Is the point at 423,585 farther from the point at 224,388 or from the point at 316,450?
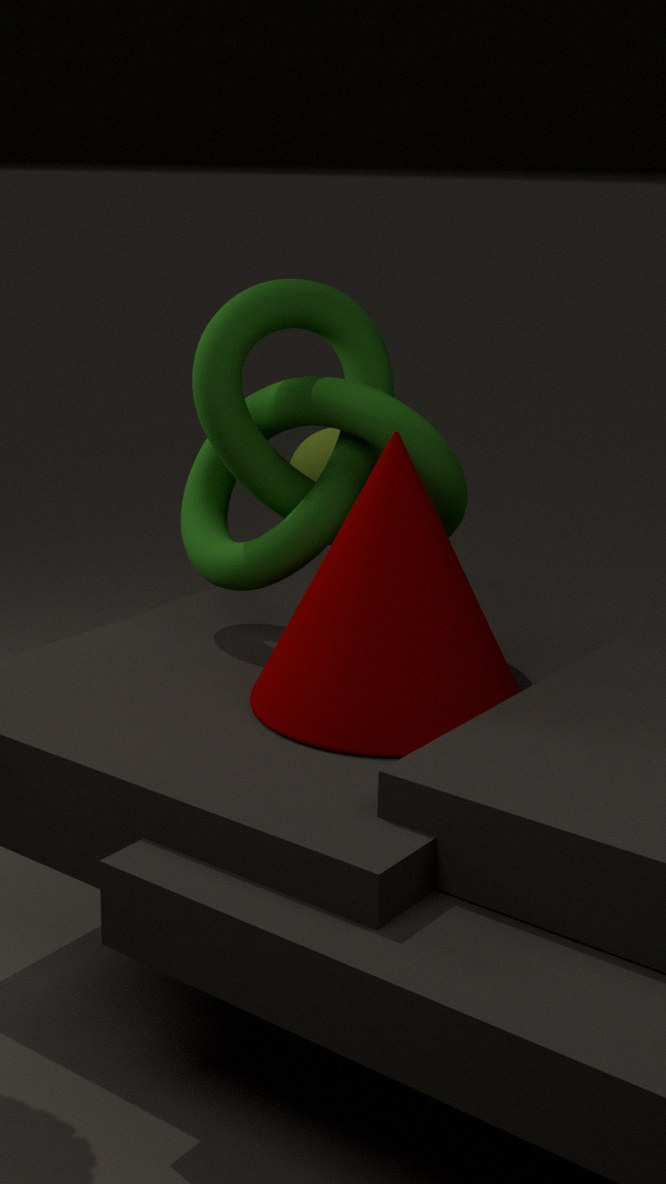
the point at 316,450
